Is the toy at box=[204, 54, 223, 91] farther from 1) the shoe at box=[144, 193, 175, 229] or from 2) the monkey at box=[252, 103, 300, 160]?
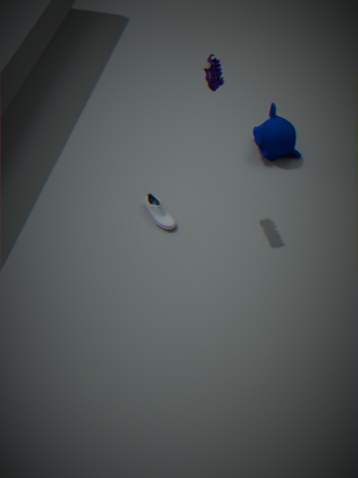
1) the shoe at box=[144, 193, 175, 229]
